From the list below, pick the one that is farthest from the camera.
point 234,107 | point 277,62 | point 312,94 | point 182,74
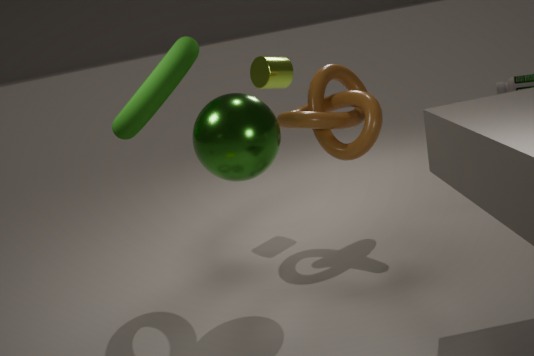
point 277,62
